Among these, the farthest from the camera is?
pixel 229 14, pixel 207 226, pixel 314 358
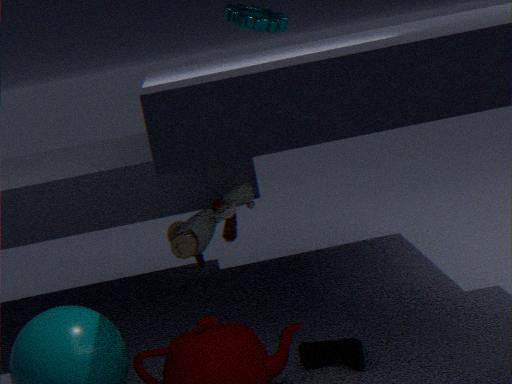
pixel 229 14
